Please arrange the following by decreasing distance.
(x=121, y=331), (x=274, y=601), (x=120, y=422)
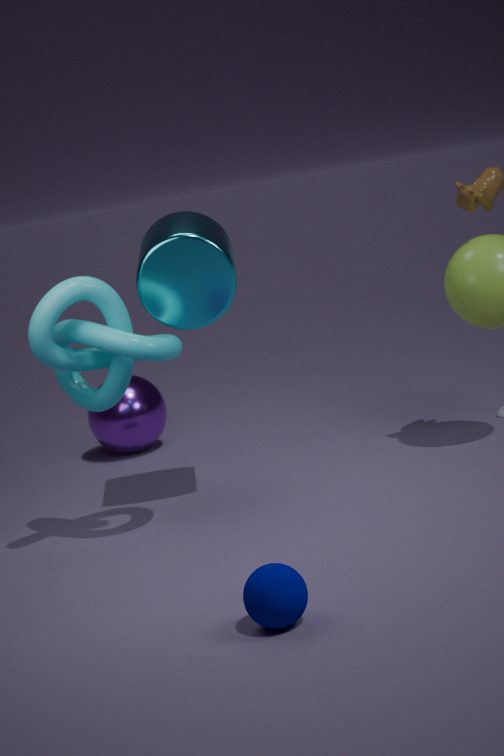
(x=120, y=422) → (x=121, y=331) → (x=274, y=601)
